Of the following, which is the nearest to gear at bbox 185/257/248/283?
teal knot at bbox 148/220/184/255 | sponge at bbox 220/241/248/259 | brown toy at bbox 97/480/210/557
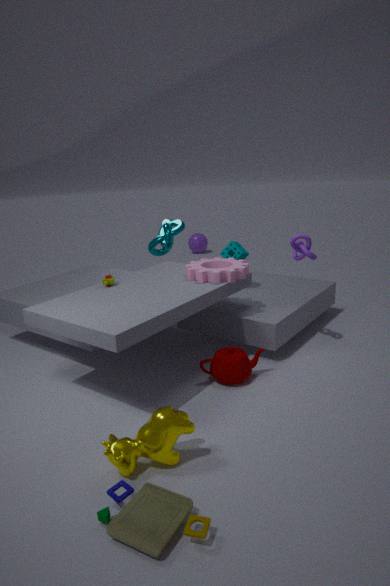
sponge at bbox 220/241/248/259
